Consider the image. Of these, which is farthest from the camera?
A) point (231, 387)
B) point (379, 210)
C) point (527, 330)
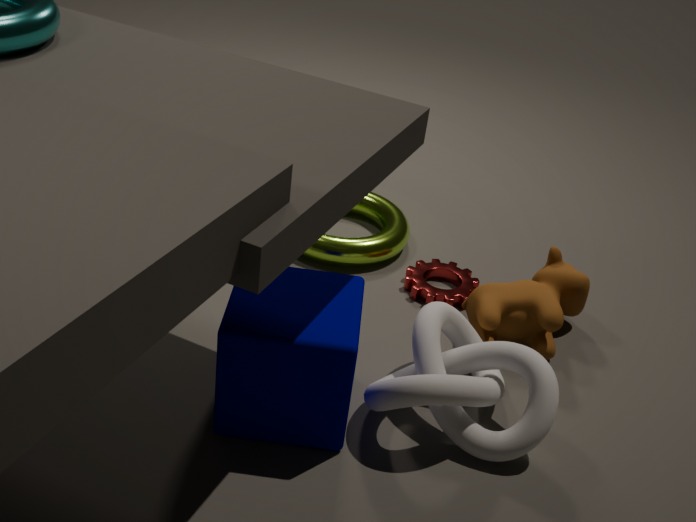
point (379, 210)
